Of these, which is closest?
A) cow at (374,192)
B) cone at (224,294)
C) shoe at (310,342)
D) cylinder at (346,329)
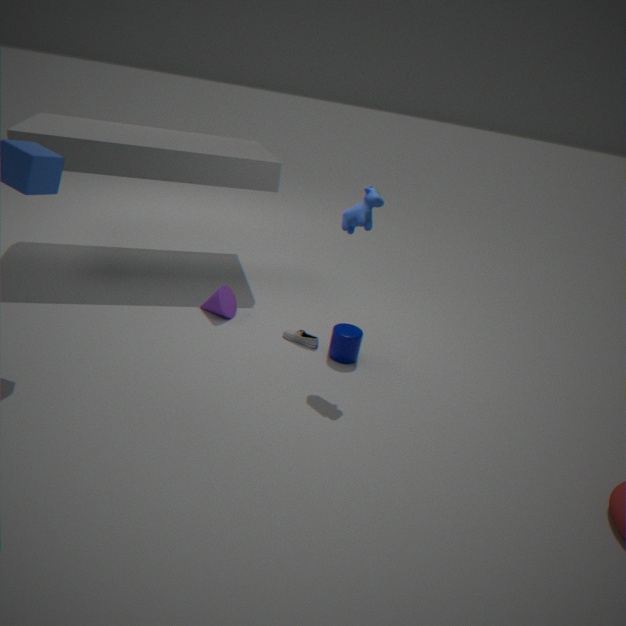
cow at (374,192)
